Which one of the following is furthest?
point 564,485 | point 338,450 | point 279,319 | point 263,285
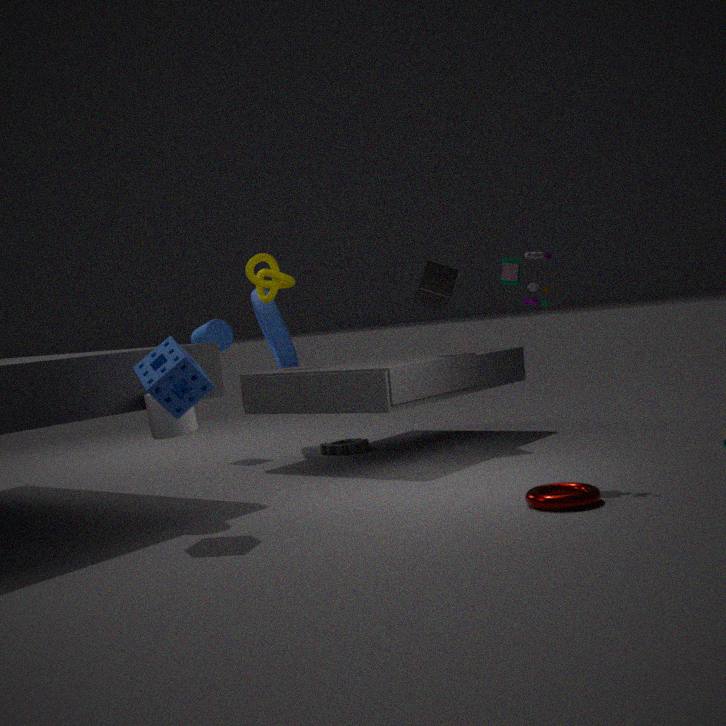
point 279,319
